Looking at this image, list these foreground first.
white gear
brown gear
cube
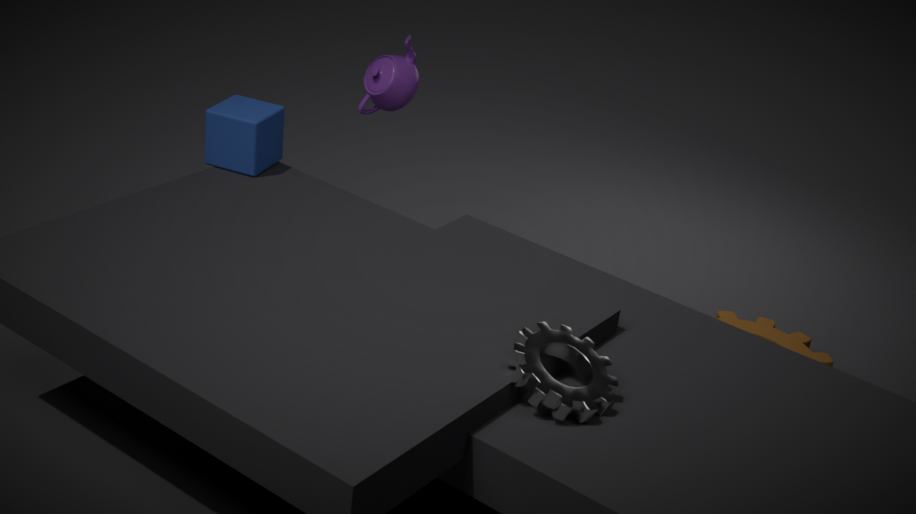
white gear < cube < brown gear
